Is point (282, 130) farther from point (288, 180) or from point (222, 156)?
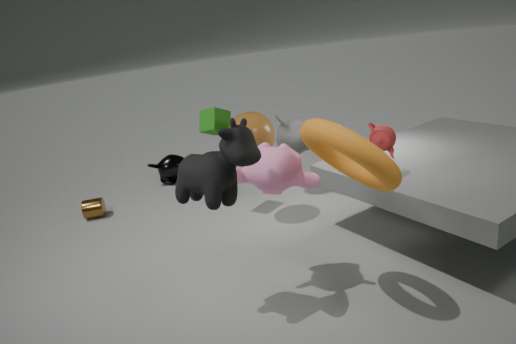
point (222, 156)
